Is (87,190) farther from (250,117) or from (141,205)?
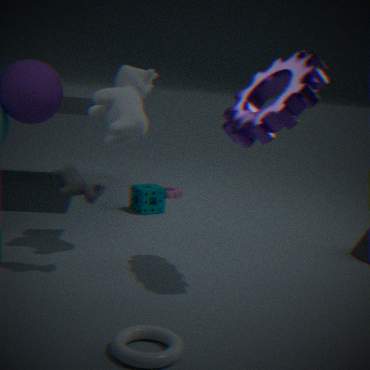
(141,205)
